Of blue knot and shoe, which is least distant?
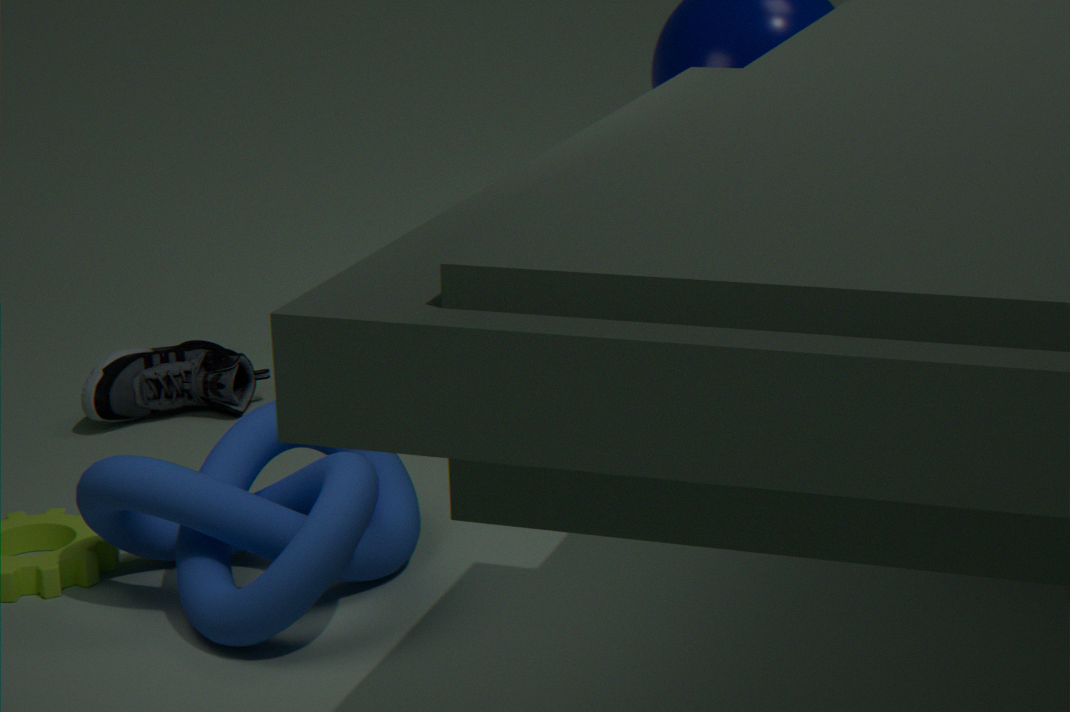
blue knot
